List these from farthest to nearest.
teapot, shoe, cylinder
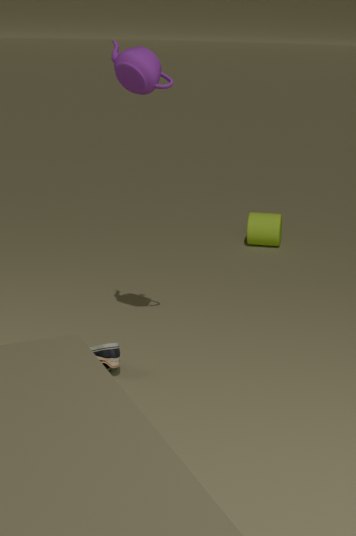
cylinder < shoe < teapot
